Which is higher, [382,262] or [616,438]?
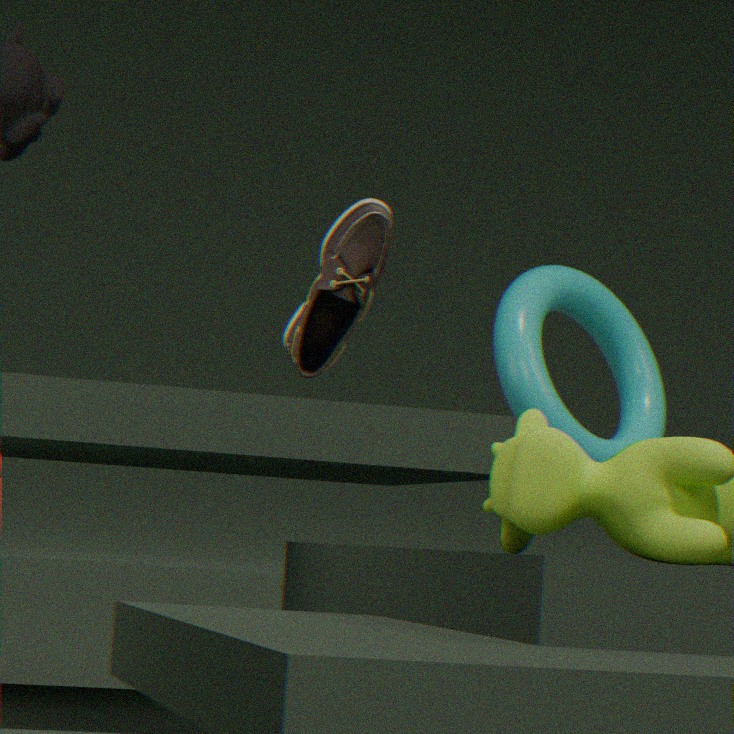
[382,262]
